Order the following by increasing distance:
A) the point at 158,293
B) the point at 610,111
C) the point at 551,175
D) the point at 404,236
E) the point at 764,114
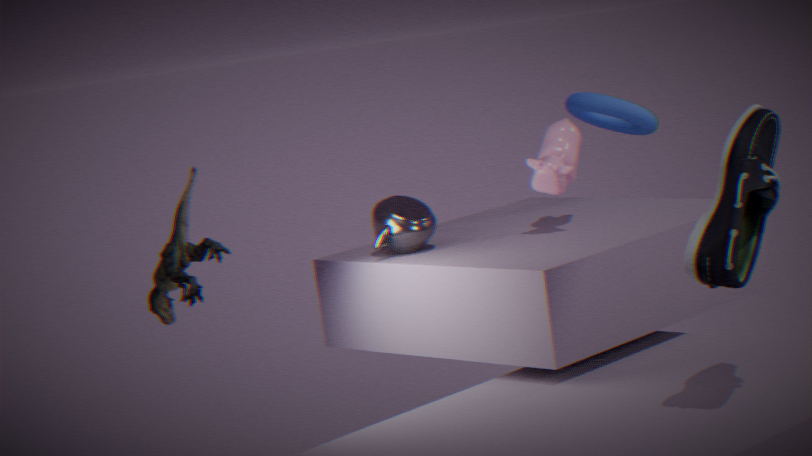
E. the point at 764,114 → A. the point at 158,293 → C. the point at 551,175 → D. the point at 404,236 → B. the point at 610,111
